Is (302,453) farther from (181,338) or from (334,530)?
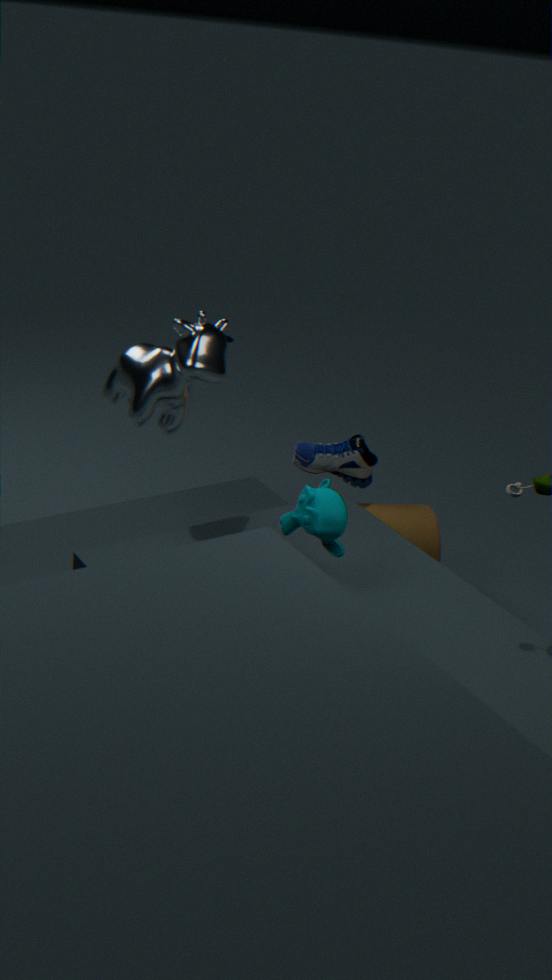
(334,530)
